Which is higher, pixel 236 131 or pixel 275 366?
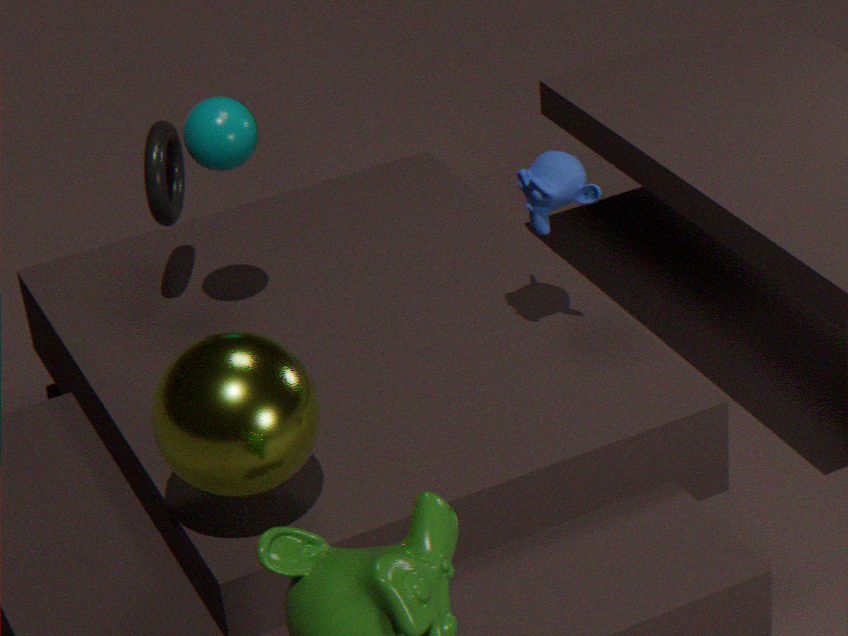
pixel 236 131
